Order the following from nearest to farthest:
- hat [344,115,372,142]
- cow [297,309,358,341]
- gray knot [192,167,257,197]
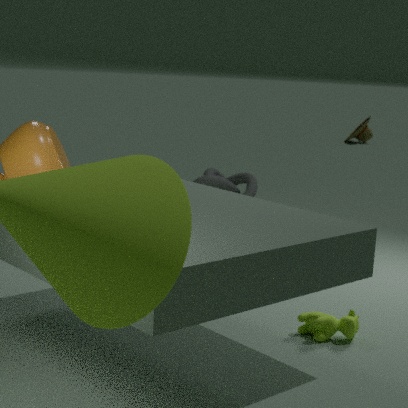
1. cow [297,309,358,341]
2. gray knot [192,167,257,197]
3. hat [344,115,372,142]
